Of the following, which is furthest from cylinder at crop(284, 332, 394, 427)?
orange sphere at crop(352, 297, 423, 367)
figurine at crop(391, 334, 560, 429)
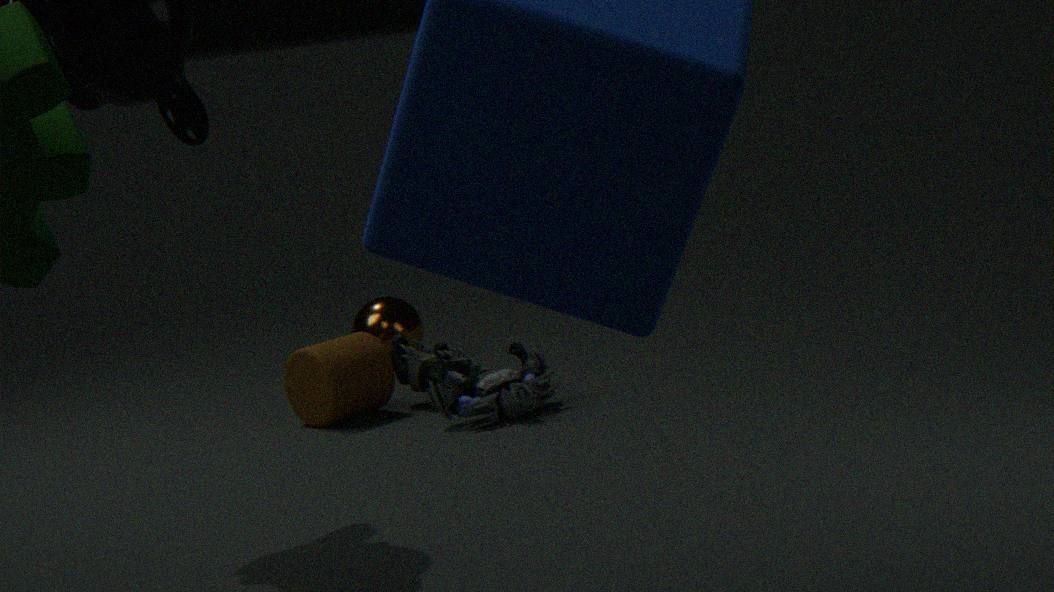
orange sphere at crop(352, 297, 423, 367)
